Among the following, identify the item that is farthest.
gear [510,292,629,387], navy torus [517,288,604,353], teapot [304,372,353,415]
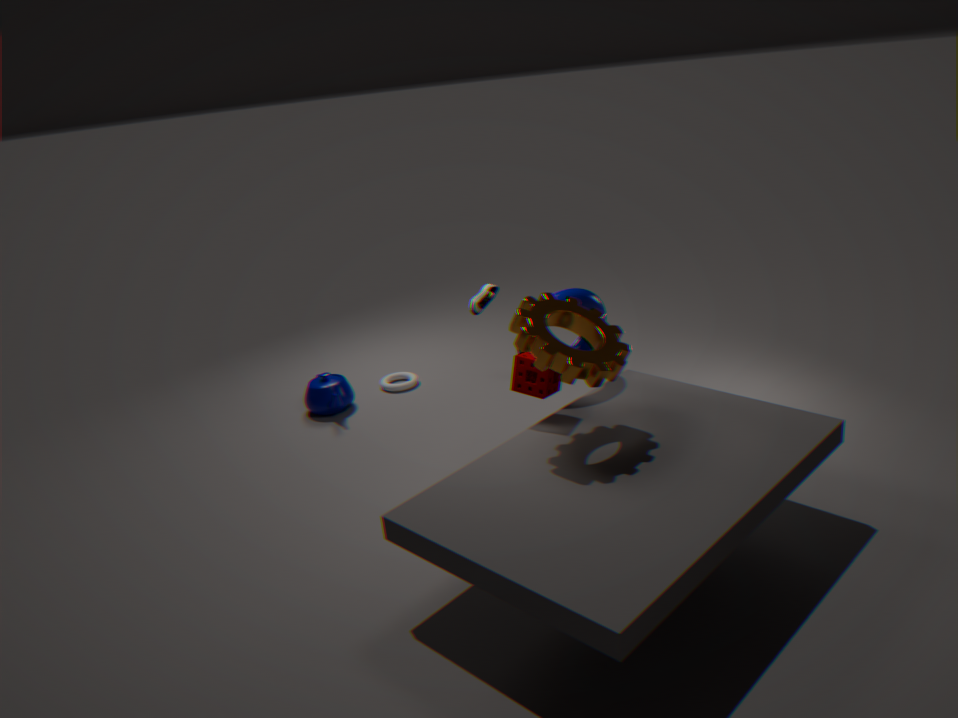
teapot [304,372,353,415]
